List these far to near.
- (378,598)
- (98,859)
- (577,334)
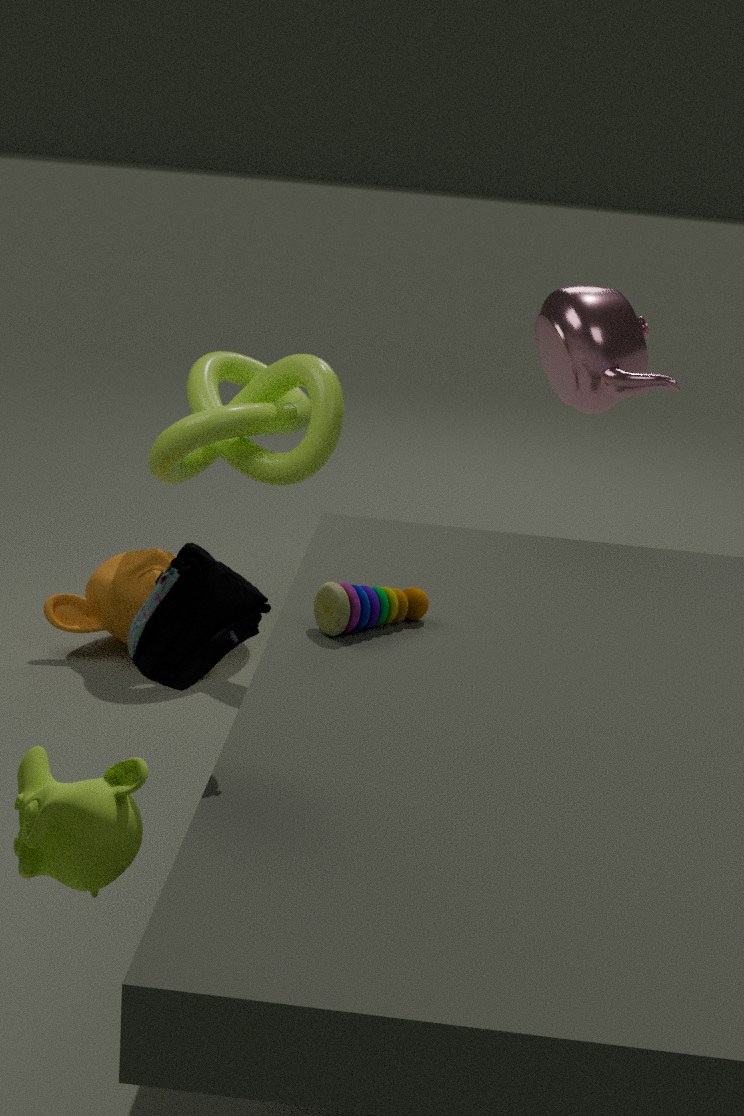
1. (577,334)
2. (378,598)
3. (98,859)
